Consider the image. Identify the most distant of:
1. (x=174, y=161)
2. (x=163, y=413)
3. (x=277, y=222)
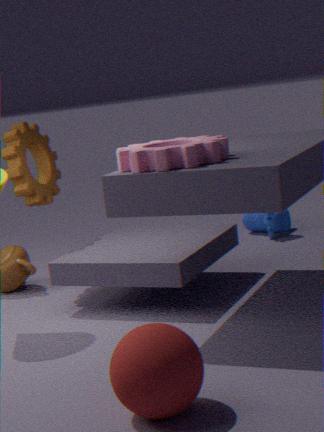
(x=277, y=222)
